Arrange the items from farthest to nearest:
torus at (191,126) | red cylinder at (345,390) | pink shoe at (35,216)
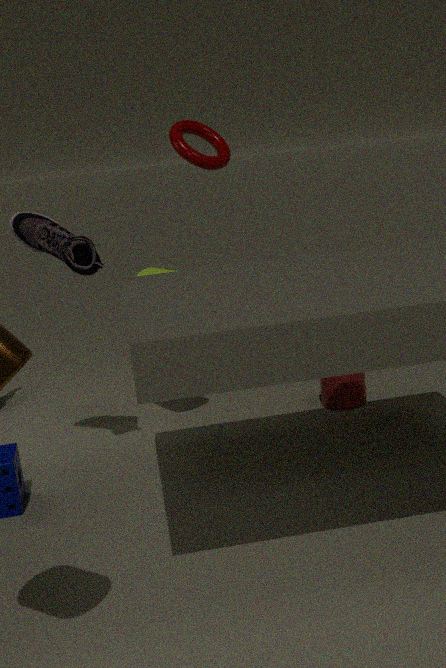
1. torus at (191,126)
2. red cylinder at (345,390)
3. pink shoe at (35,216)
